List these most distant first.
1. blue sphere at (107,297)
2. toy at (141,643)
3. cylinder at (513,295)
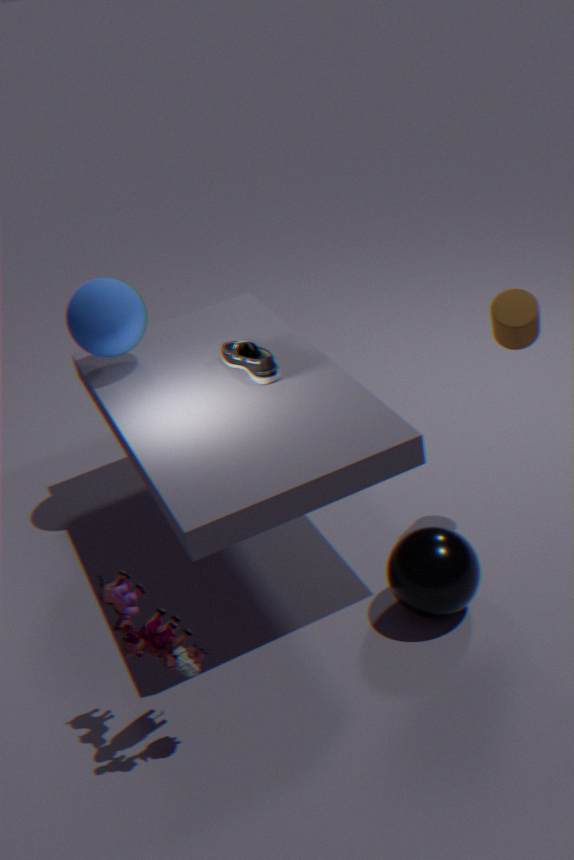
blue sphere at (107,297) < cylinder at (513,295) < toy at (141,643)
